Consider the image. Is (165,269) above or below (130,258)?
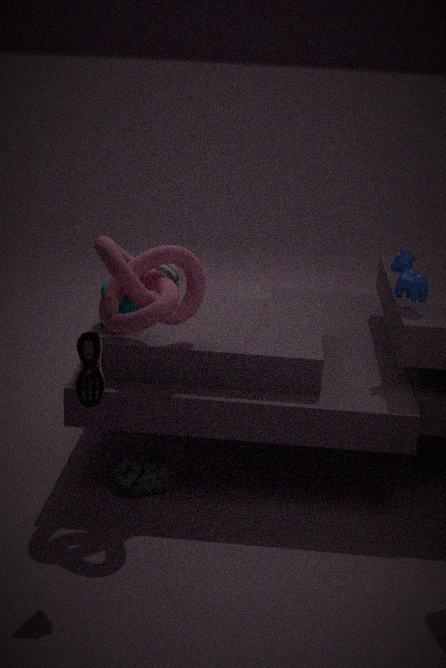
below
